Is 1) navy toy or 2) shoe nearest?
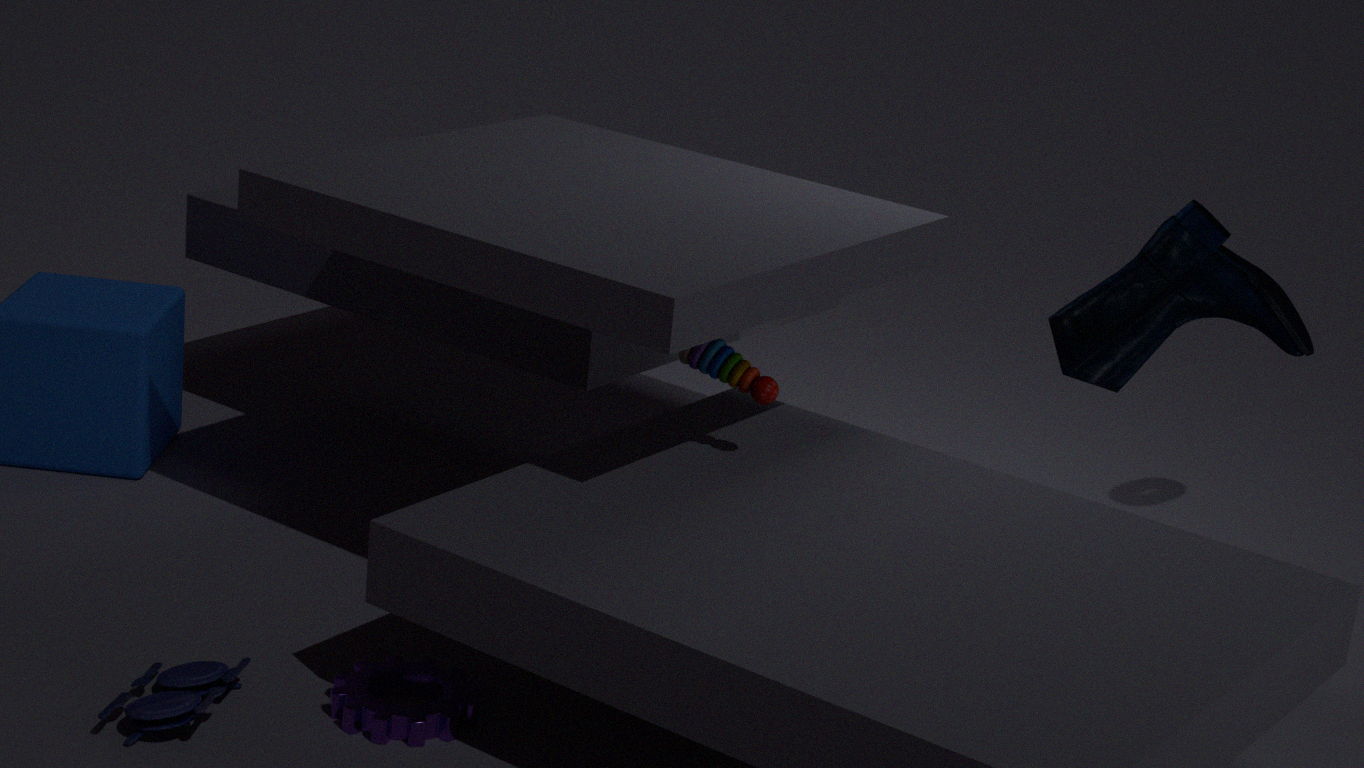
1. navy toy
